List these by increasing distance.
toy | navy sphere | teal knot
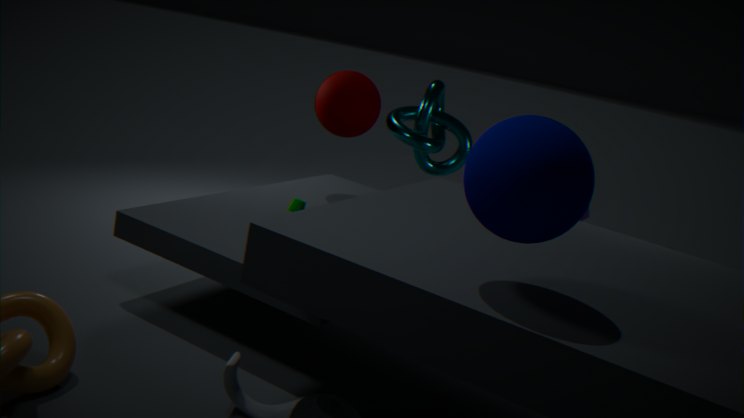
1. navy sphere
2. toy
3. teal knot
